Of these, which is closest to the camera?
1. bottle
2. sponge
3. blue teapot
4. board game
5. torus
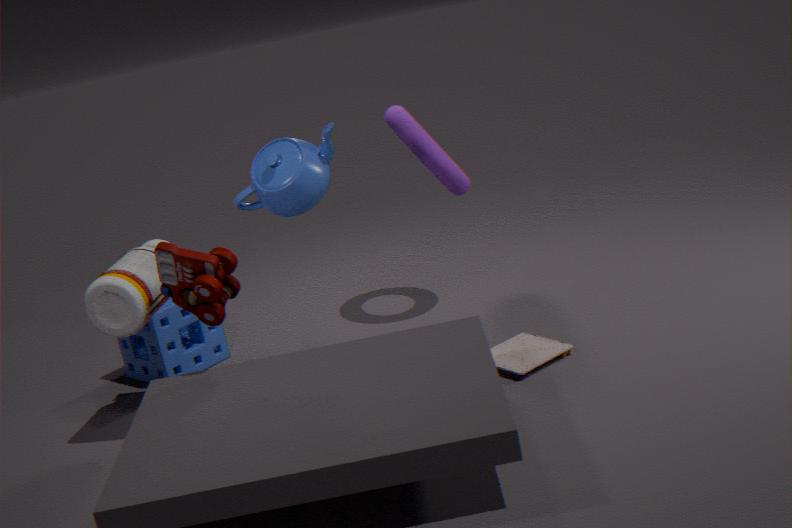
bottle
